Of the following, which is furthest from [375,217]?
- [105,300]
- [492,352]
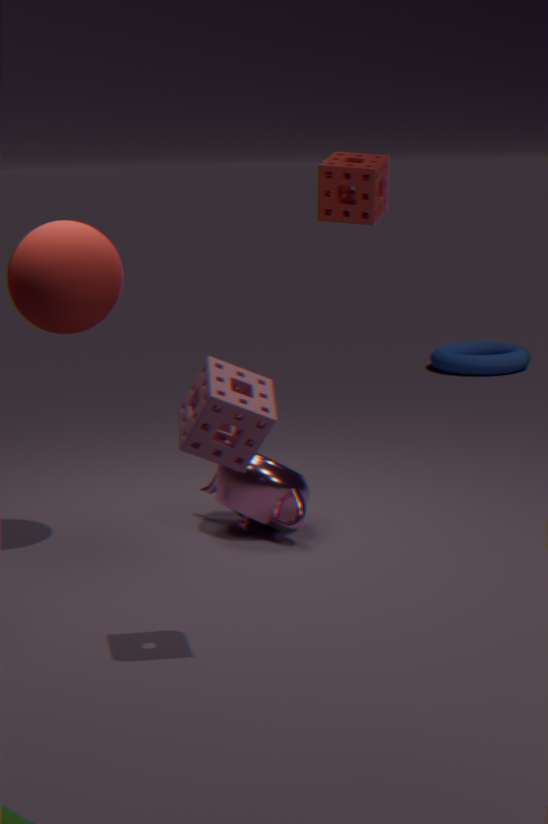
[492,352]
